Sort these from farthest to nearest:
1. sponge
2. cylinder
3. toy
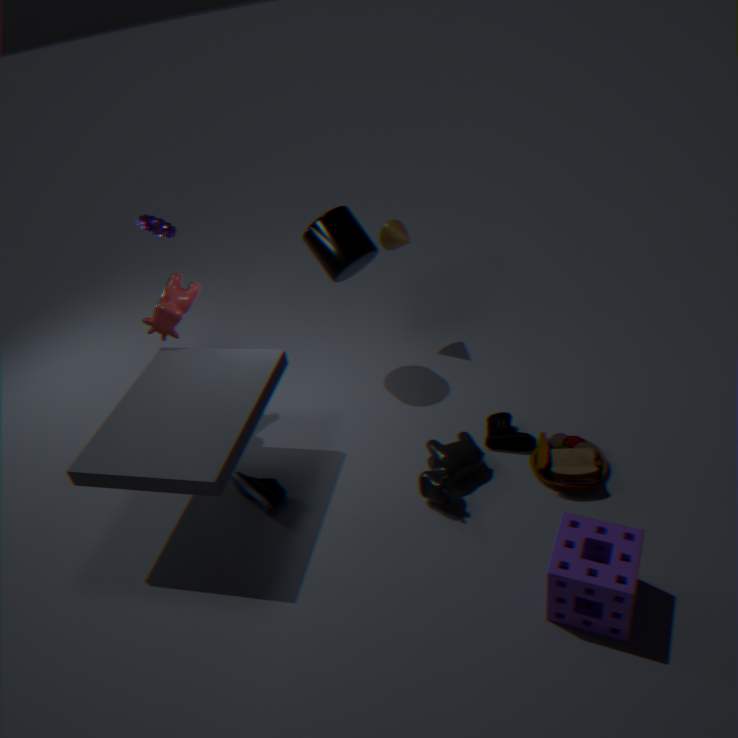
cylinder, toy, sponge
